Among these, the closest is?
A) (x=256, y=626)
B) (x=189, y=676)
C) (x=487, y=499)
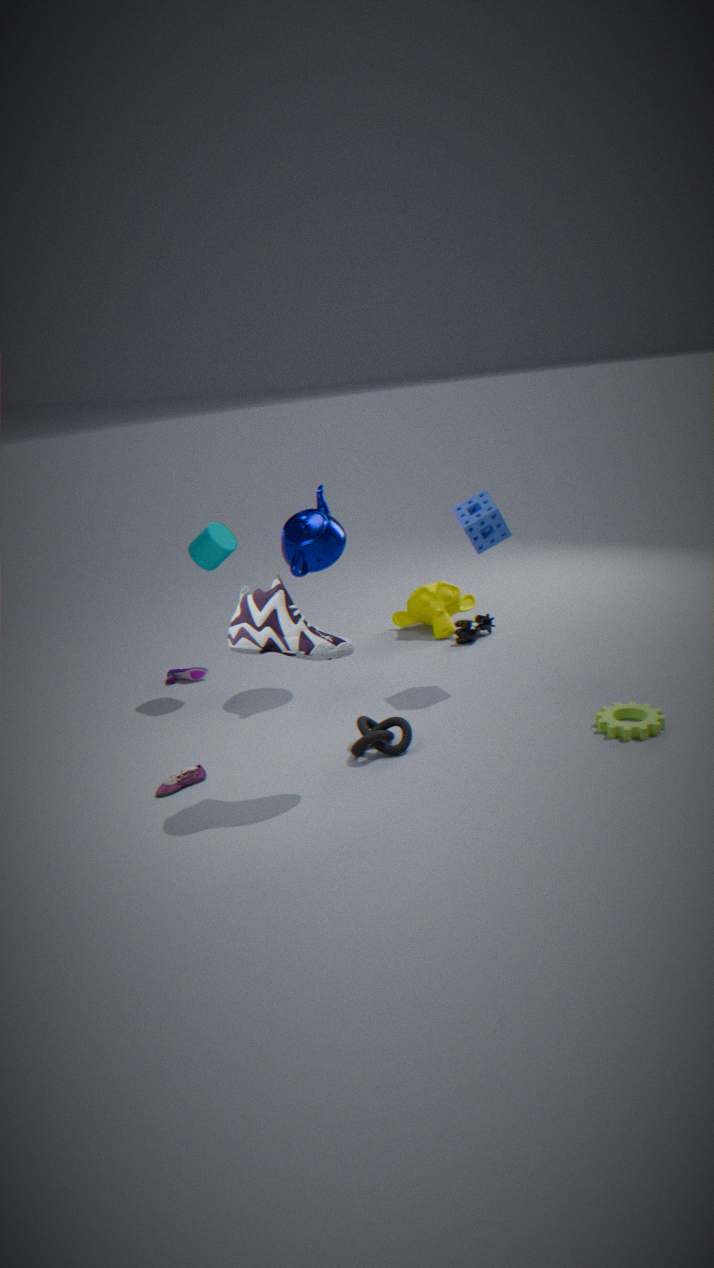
A. (x=256, y=626)
